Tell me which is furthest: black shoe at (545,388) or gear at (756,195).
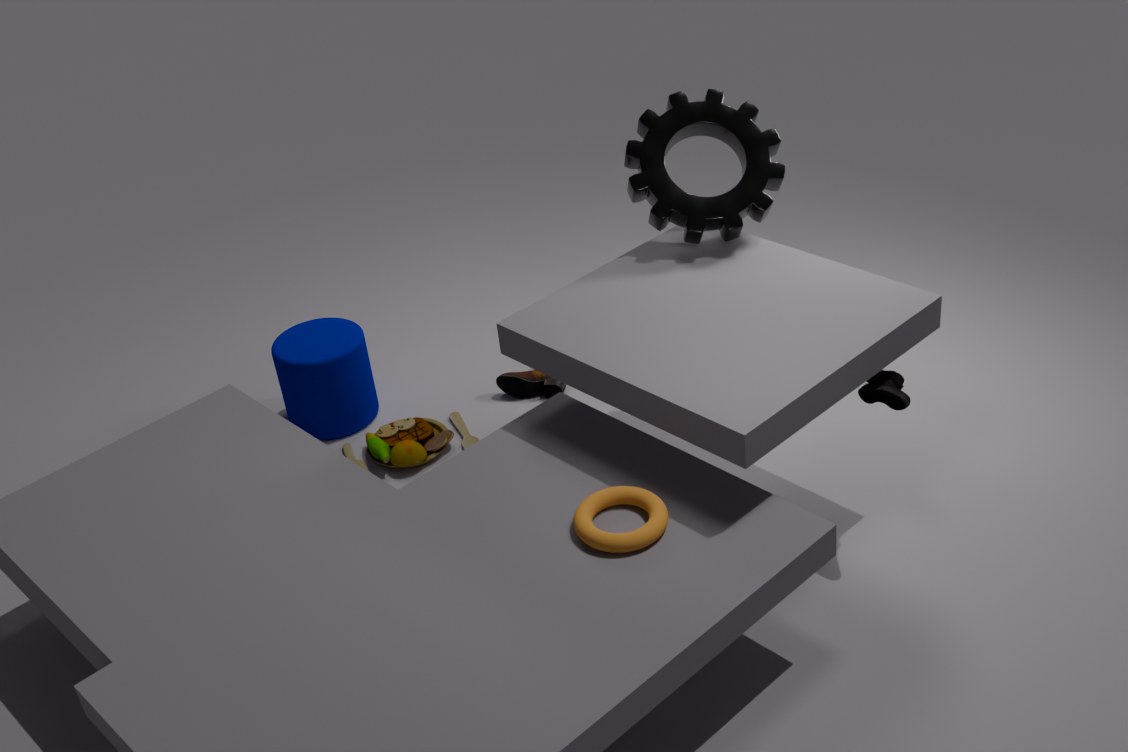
black shoe at (545,388)
